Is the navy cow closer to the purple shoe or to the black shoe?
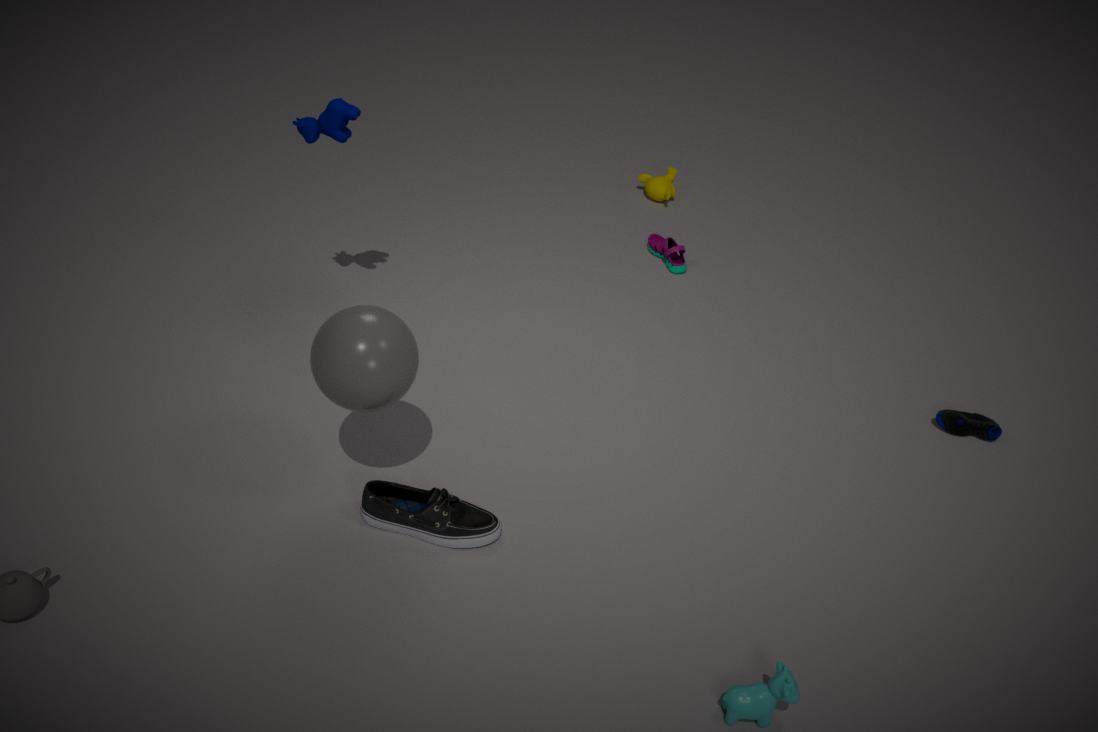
the black shoe
